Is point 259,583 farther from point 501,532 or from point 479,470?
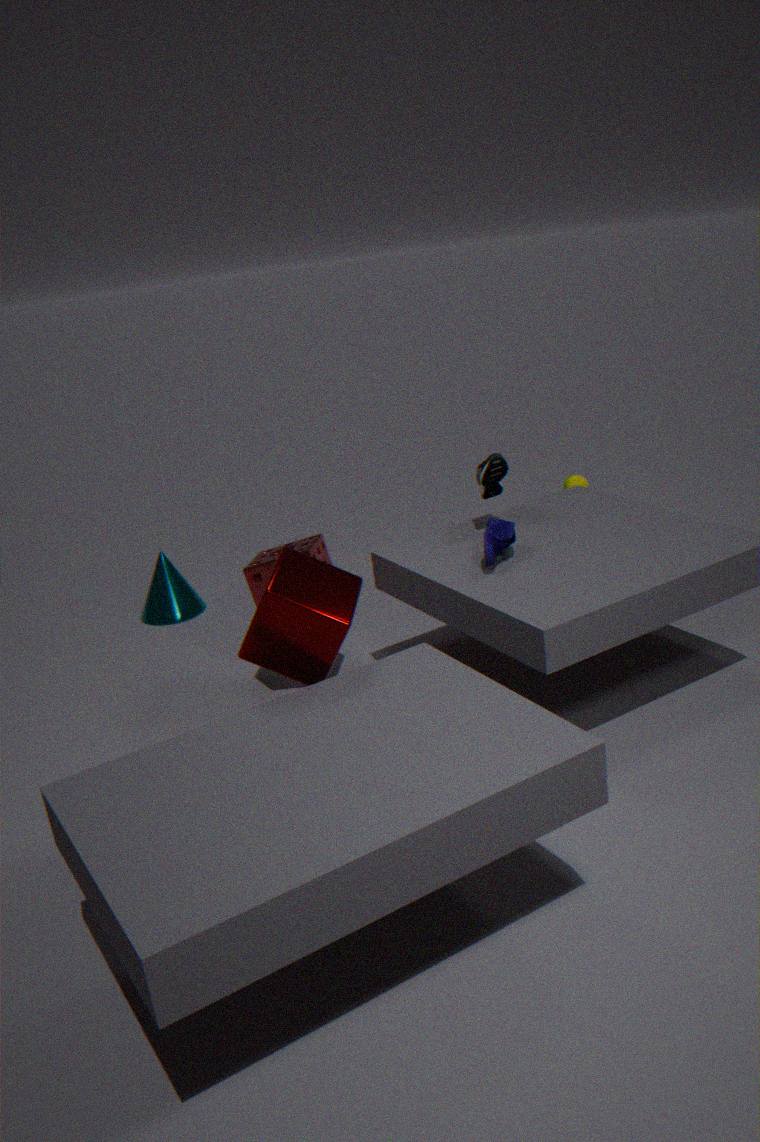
point 479,470
